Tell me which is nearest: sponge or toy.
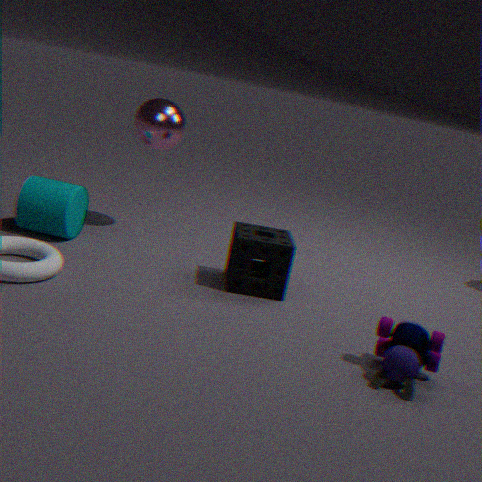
toy
